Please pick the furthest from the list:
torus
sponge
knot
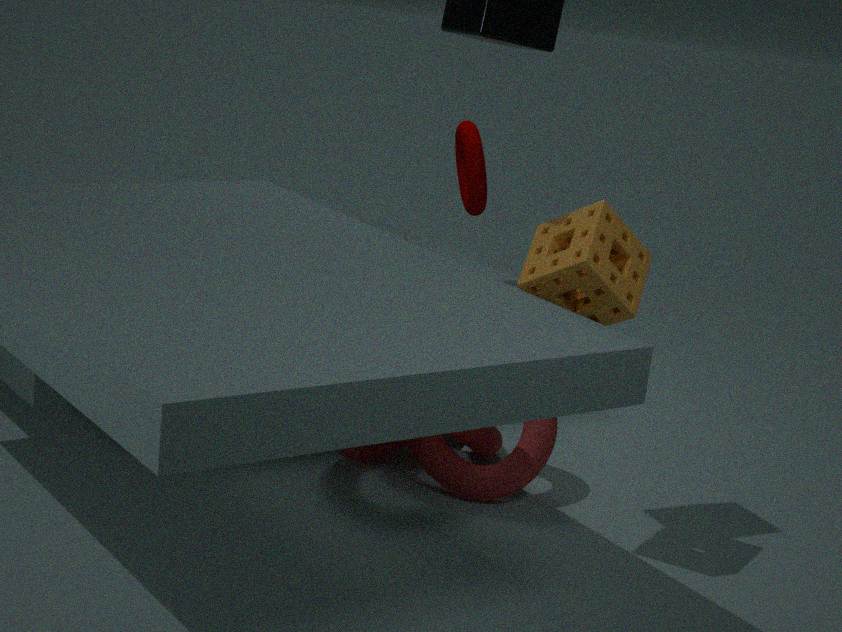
torus
